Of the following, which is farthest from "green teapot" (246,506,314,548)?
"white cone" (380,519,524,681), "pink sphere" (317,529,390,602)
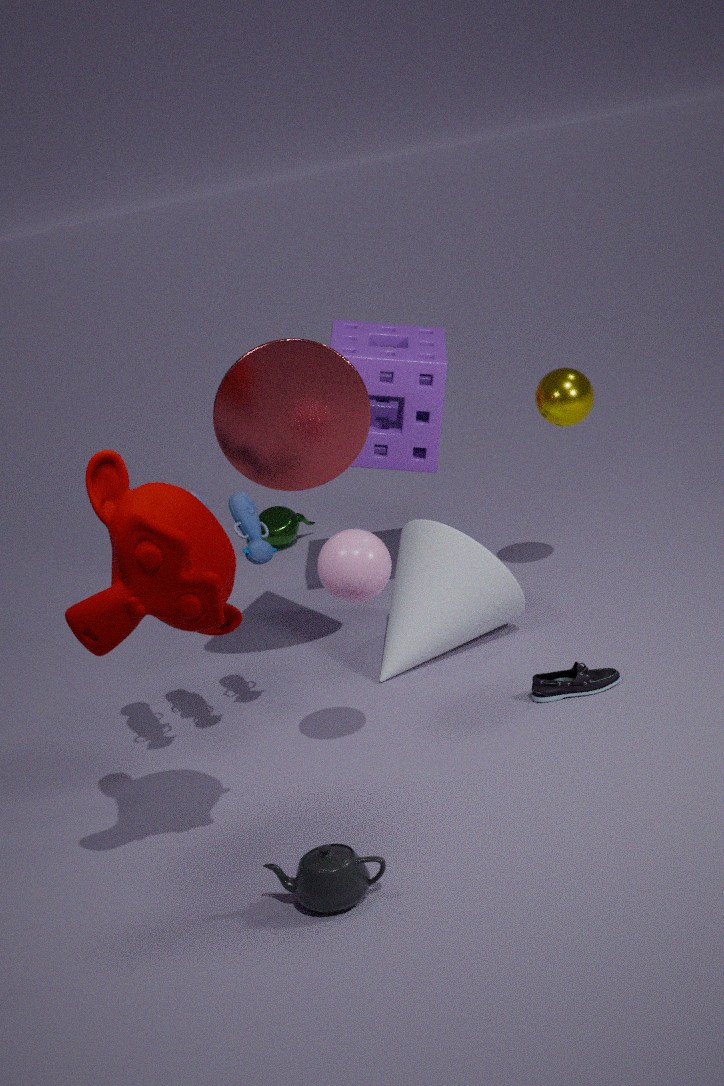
"pink sphere" (317,529,390,602)
